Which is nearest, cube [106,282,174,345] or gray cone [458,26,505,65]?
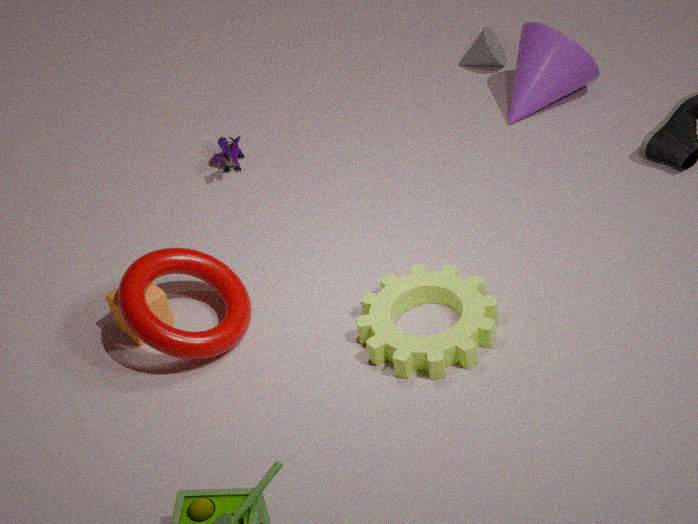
cube [106,282,174,345]
